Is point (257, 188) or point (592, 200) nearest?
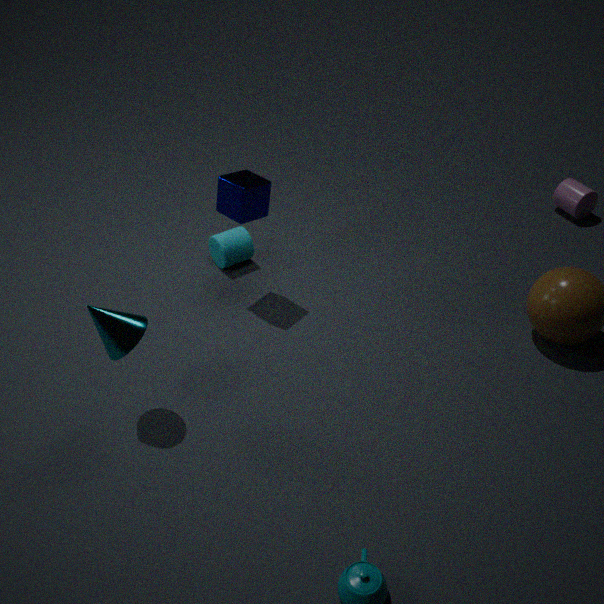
point (257, 188)
